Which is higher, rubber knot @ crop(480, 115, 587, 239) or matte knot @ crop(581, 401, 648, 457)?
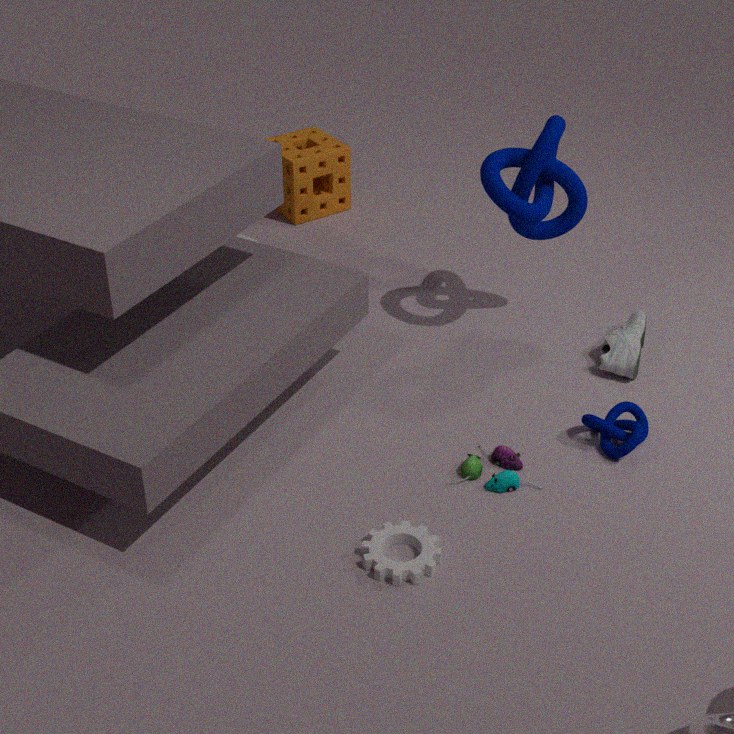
rubber knot @ crop(480, 115, 587, 239)
